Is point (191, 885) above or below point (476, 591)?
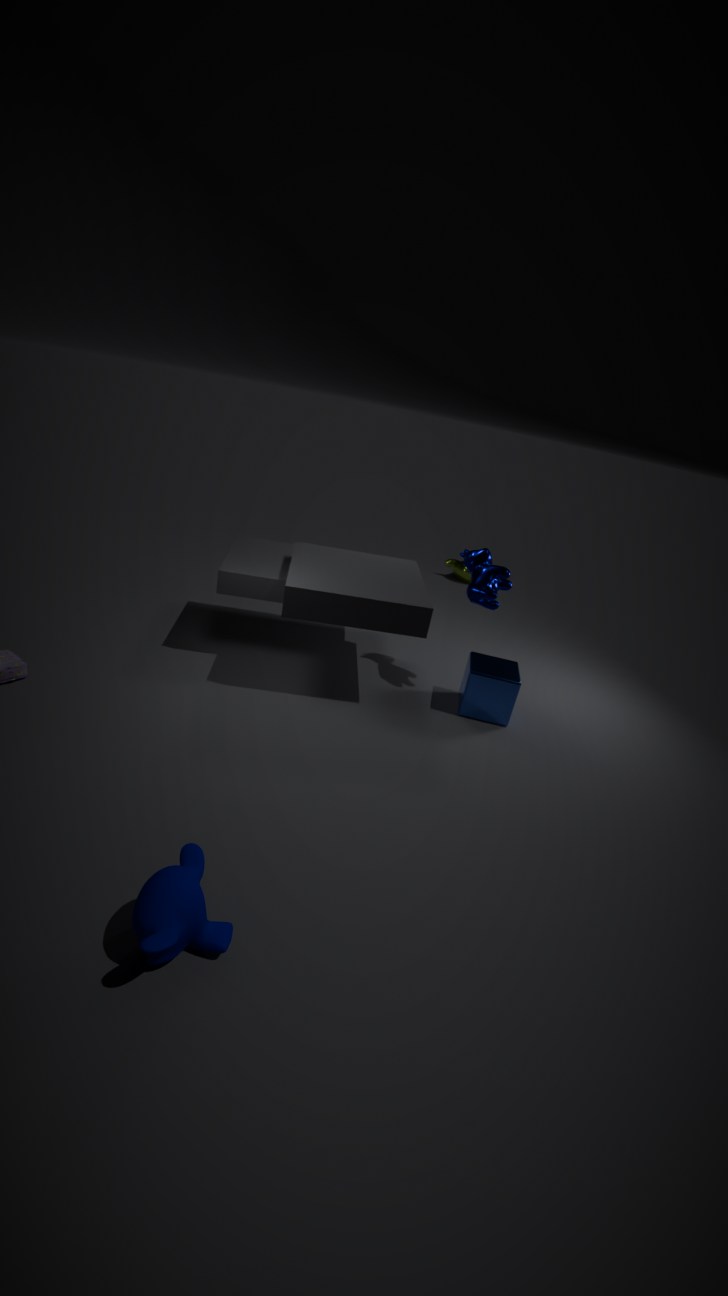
below
